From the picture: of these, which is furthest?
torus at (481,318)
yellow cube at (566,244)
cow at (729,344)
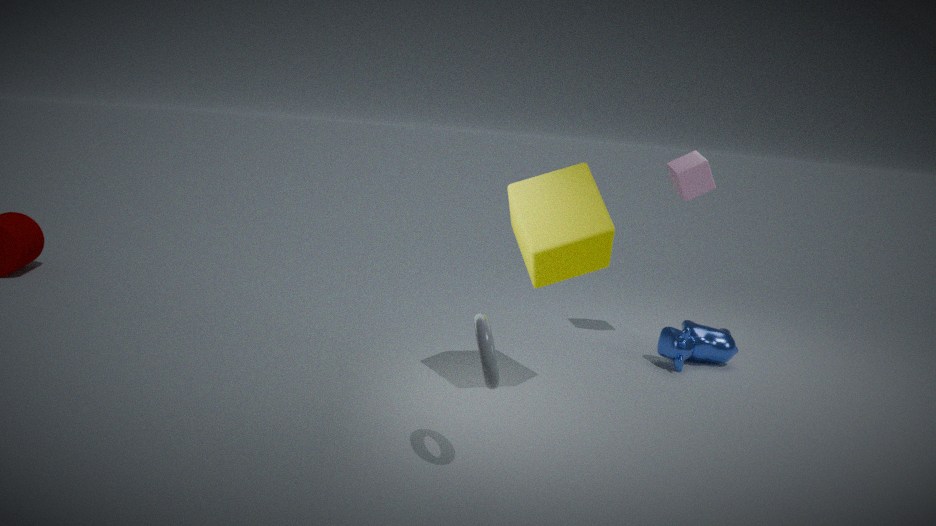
cow at (729,344)
